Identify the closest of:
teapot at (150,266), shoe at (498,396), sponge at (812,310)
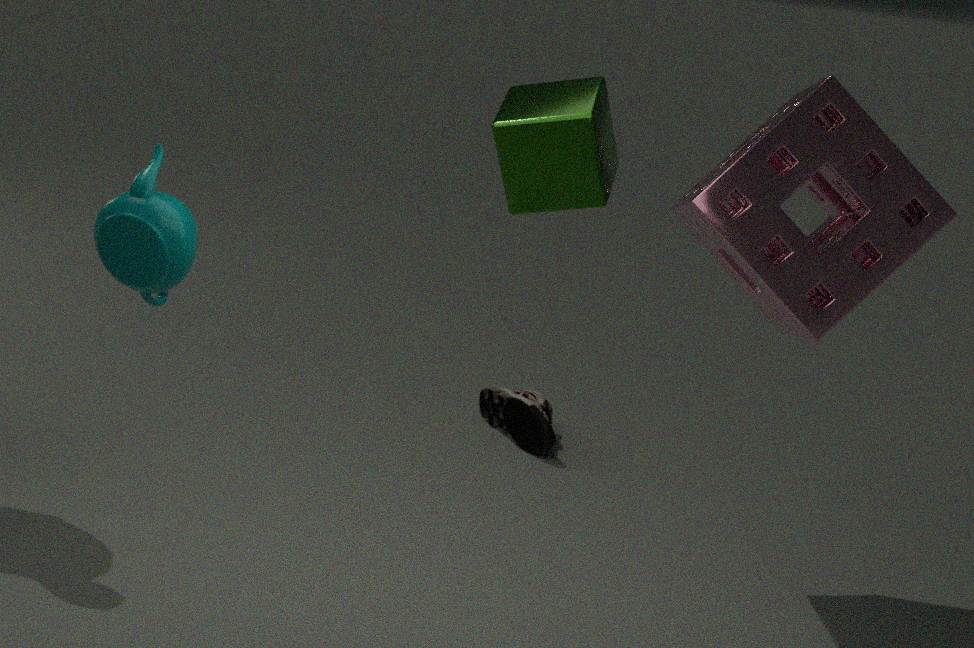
teapot at (150,266)
